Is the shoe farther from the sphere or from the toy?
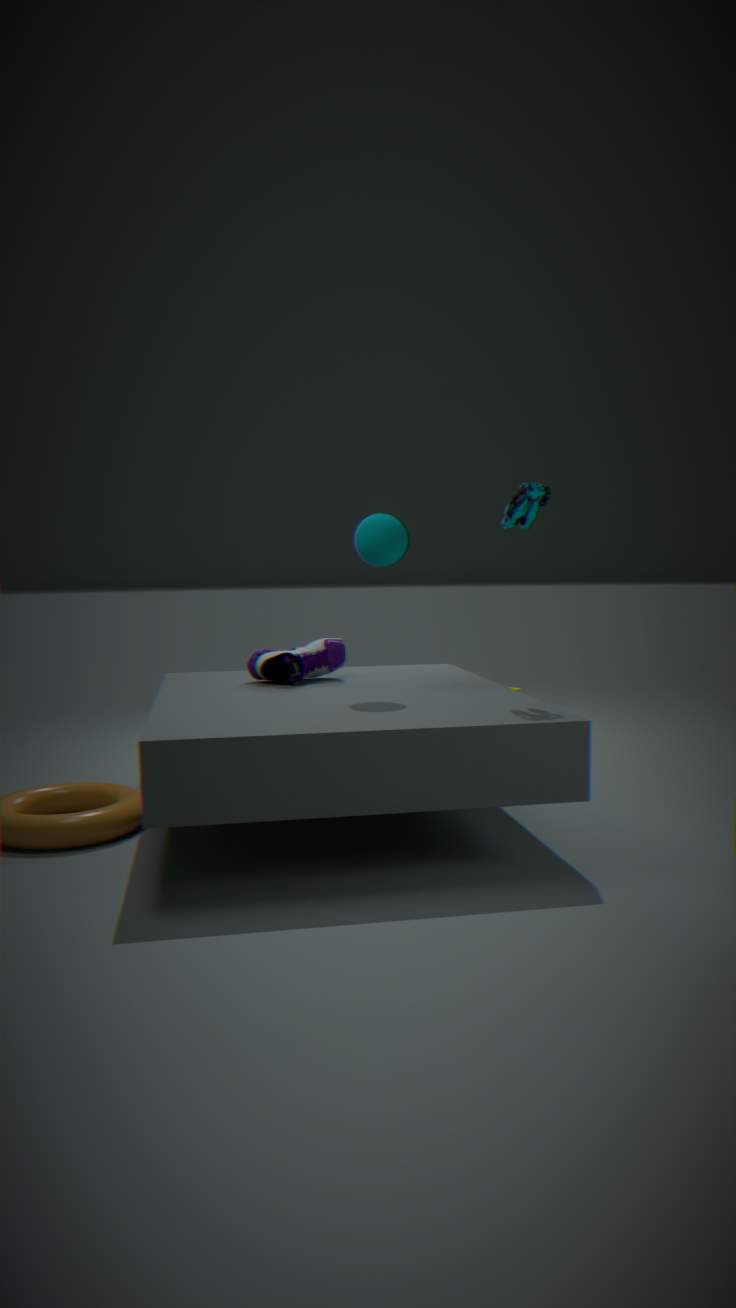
the toy
